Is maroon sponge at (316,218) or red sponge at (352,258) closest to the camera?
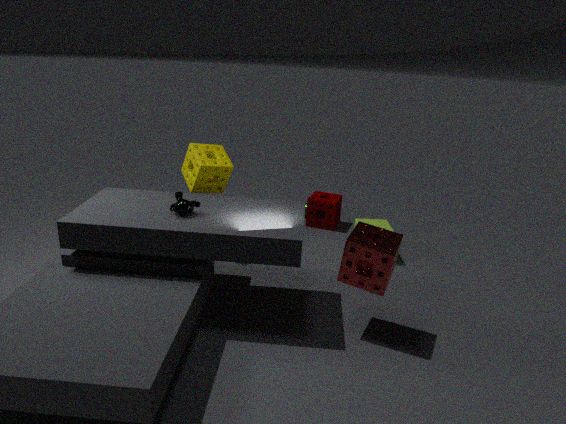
red sponge at (352,258)
